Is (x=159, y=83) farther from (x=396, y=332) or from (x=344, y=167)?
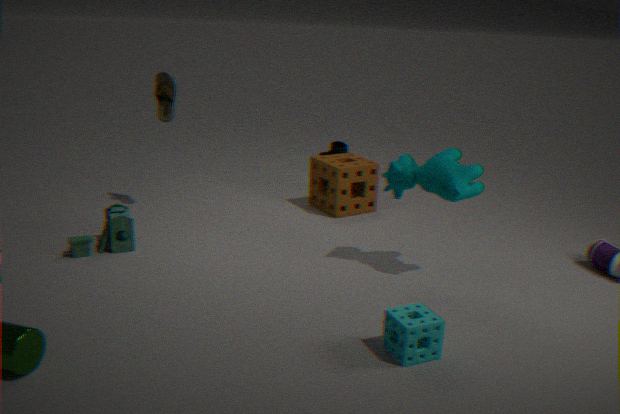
(x=396, y=332)
